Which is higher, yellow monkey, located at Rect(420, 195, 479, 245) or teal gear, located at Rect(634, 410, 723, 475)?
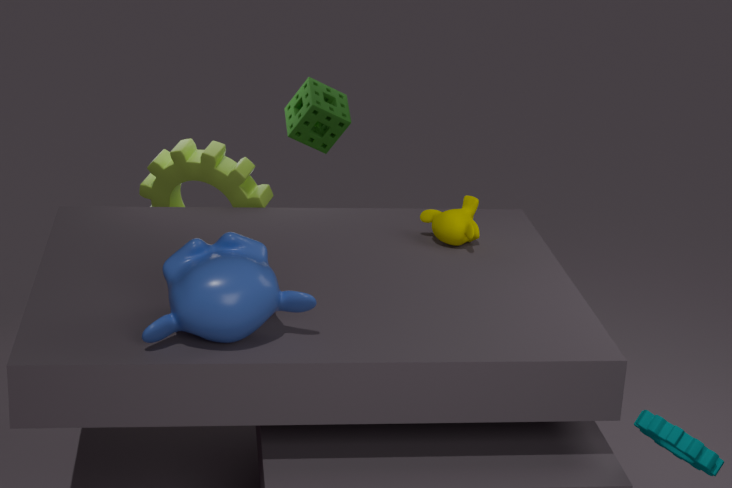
yellow monkey, located at Rect(420, 195, 479, 245)
